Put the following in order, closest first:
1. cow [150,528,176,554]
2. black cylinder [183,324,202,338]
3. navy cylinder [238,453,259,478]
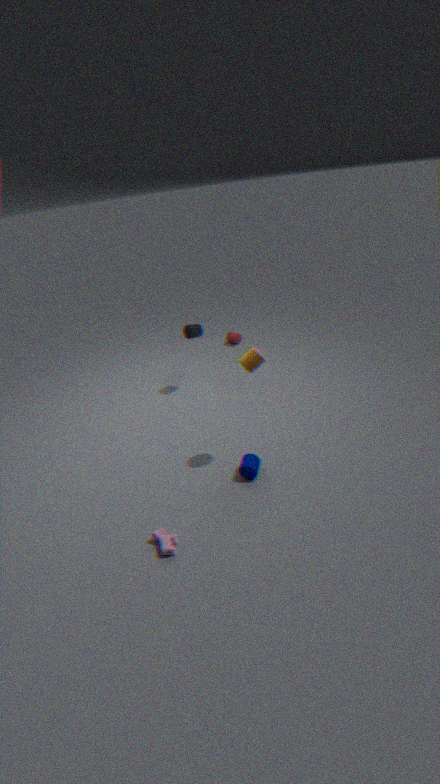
cow [150,528,176,554] < navy cylinder [238,453,259,478] < black cylinder [183,324,202,338]
